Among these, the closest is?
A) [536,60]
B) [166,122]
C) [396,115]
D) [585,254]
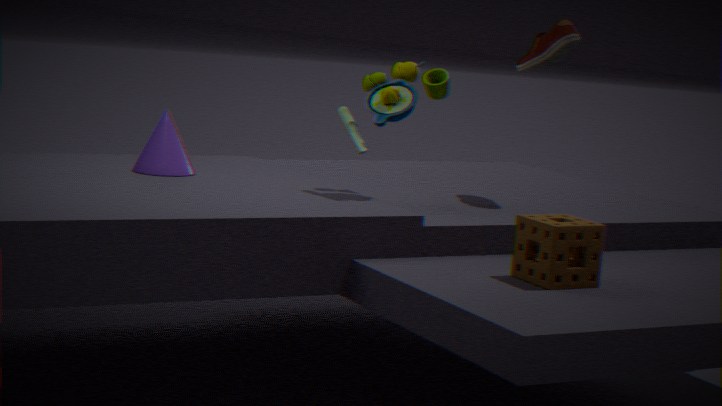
[585,254]
